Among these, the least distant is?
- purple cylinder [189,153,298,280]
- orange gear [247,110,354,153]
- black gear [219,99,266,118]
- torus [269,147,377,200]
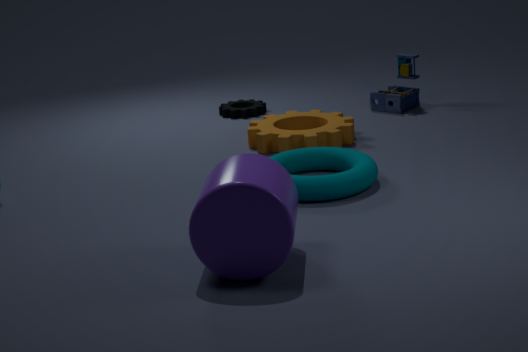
purple cylinder [189,153,298,280]
